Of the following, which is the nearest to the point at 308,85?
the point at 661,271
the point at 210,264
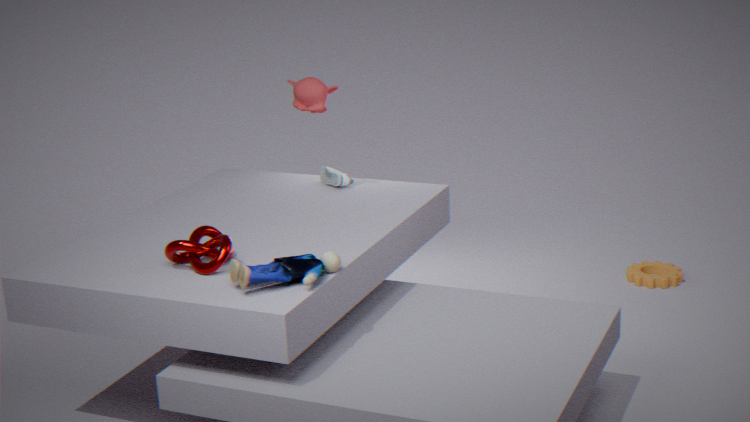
the point at 210,264
